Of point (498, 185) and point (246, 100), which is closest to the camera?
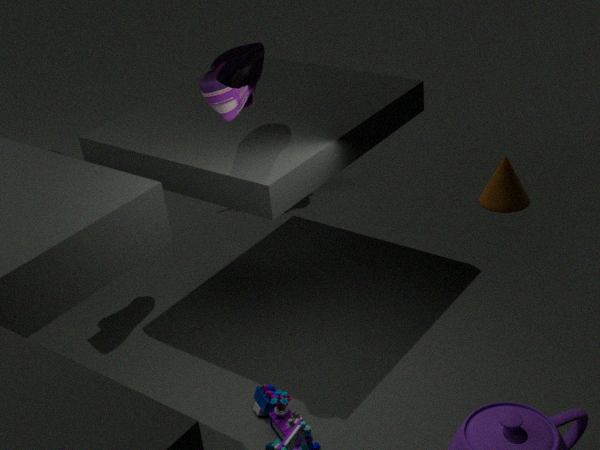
point (246, 100)
